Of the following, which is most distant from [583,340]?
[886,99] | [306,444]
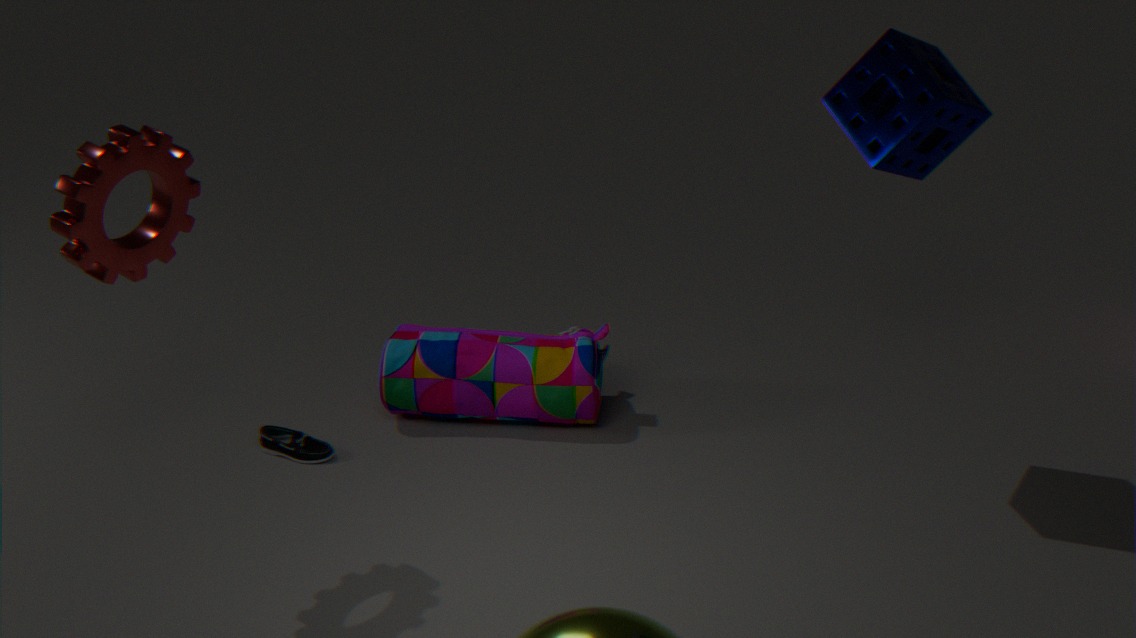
[886,99]
